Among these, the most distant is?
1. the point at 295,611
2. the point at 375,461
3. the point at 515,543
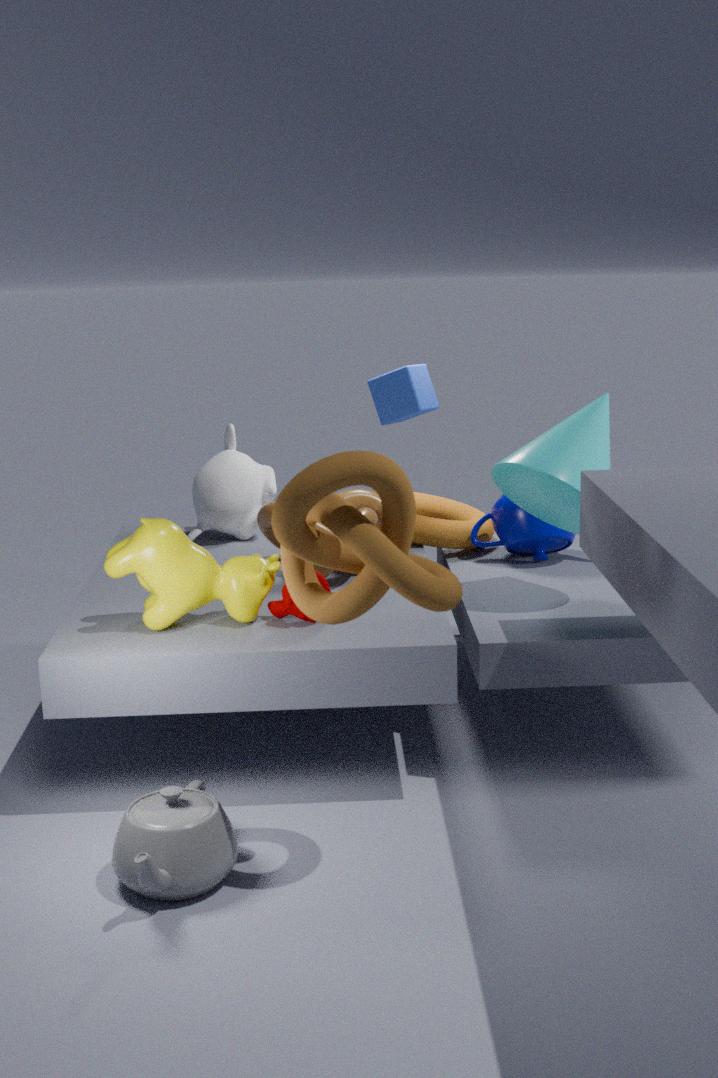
the point at 515,543
